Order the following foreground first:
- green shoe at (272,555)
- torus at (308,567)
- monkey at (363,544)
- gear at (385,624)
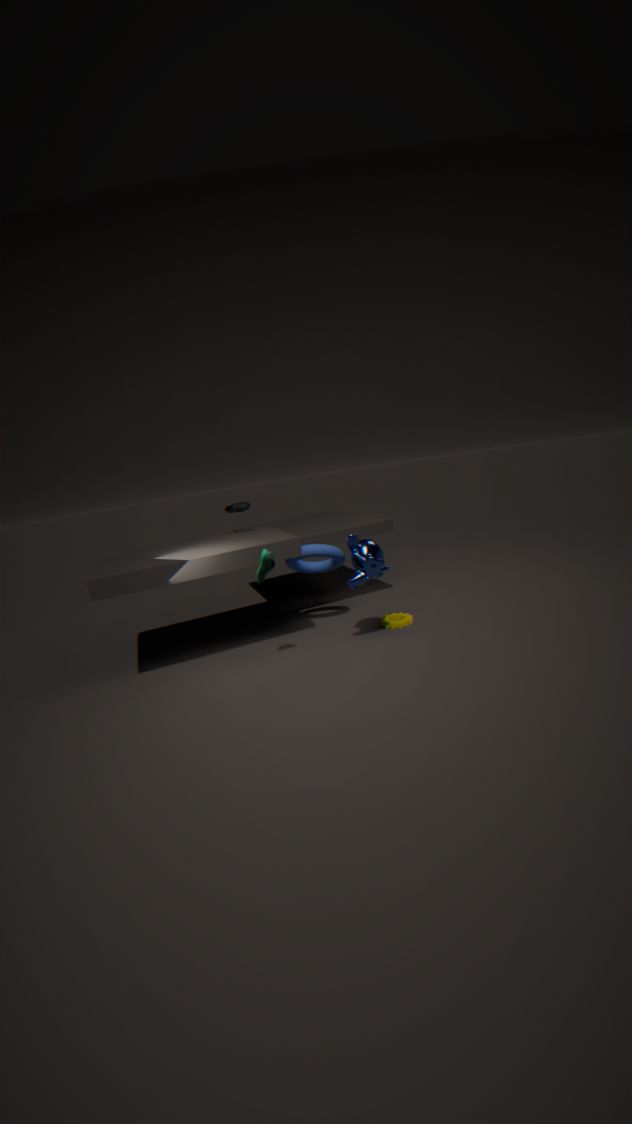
green shoe at (272,555), monkey at (363,544), torus at (308,567), gear at (385,624)
